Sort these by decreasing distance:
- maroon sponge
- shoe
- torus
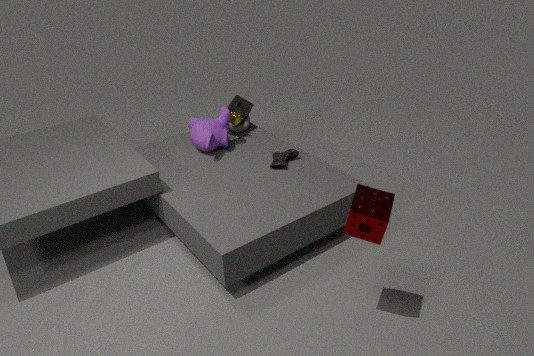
torus, shoe, maroon sponge
